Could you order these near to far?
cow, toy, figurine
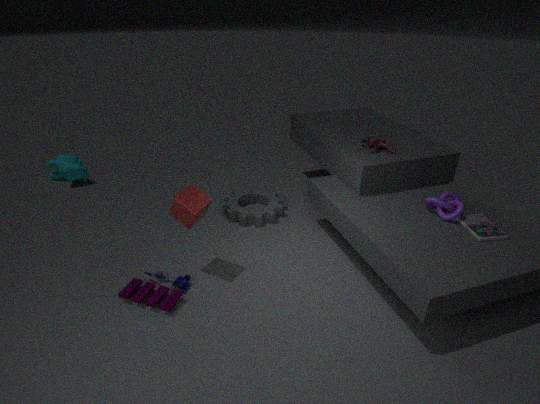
toy < figurine < cow
